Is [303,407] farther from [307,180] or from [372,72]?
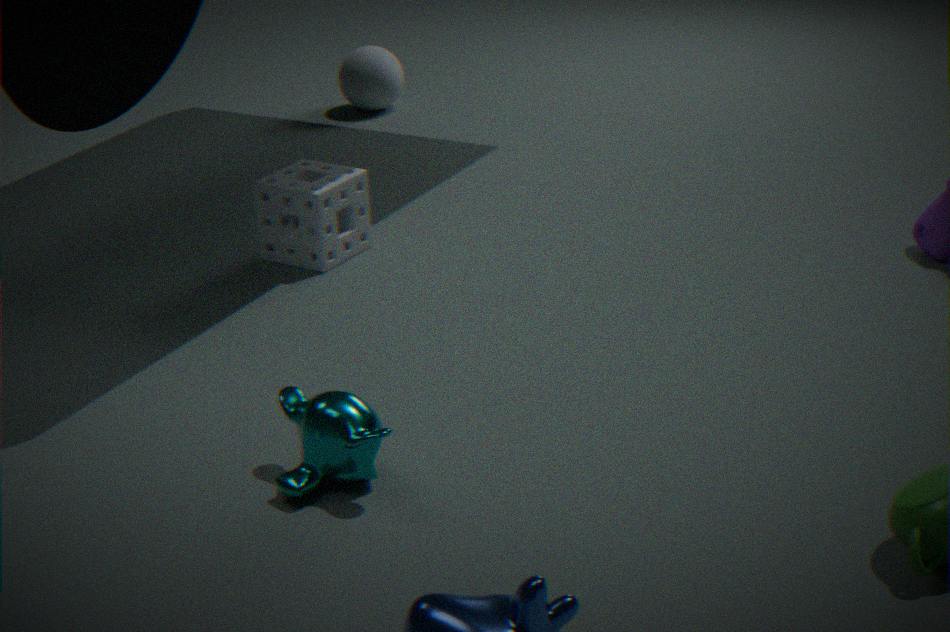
[372,72]
